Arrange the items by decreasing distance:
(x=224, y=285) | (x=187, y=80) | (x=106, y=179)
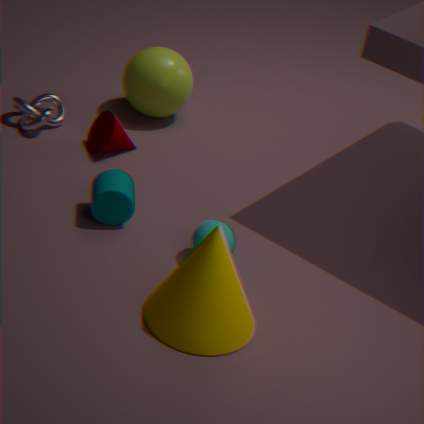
1. (x=187, y=80)
2. (x=106, y=179)
3. (x=224, y=285)
